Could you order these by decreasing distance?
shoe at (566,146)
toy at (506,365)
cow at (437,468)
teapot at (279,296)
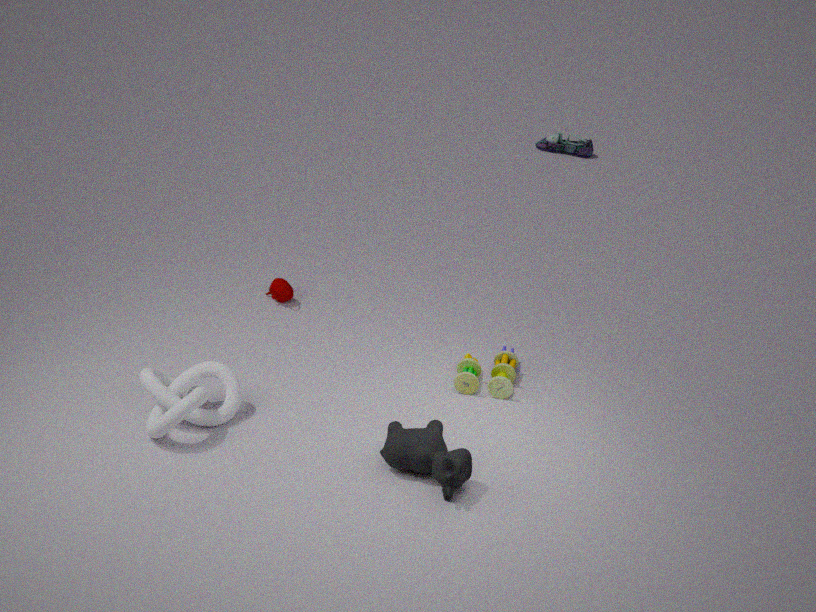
shoe at (566,146) → teapot at (279,296) → toy at (506,365) → cow at (437,468)
